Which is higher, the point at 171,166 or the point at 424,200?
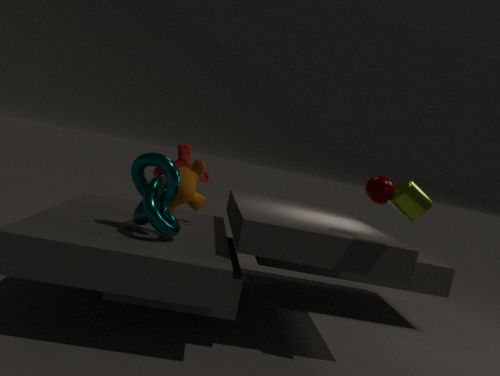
the point at 424,200
